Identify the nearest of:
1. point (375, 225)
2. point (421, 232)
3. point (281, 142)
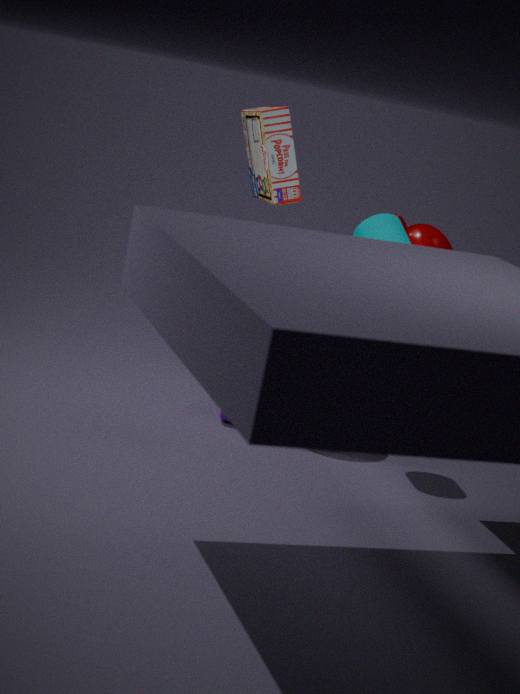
point (375, 225)
